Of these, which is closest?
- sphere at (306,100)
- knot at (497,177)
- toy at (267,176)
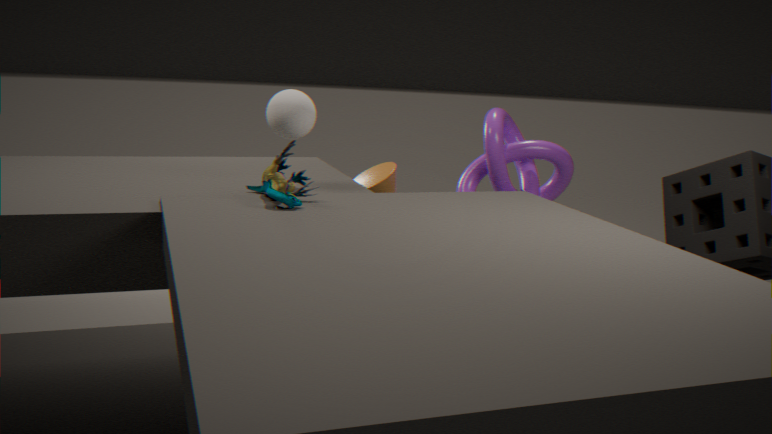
toy at (267,176)
